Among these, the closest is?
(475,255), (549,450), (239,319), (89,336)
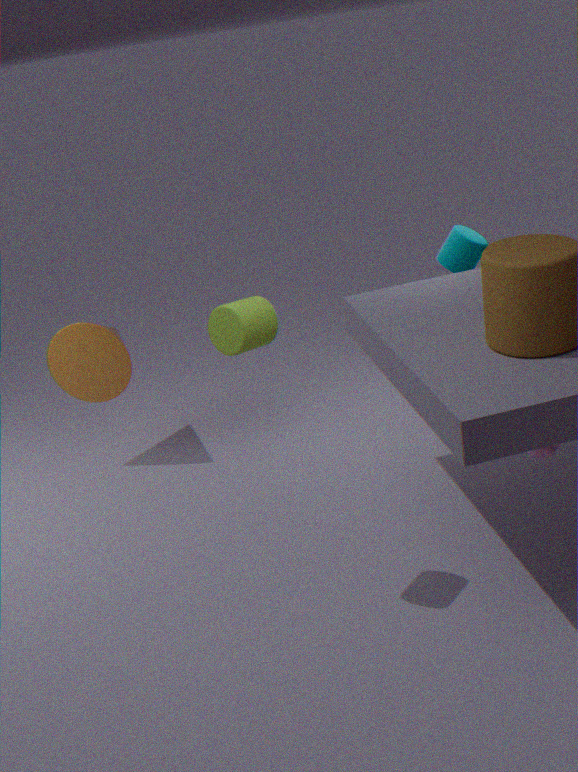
(239,319)
